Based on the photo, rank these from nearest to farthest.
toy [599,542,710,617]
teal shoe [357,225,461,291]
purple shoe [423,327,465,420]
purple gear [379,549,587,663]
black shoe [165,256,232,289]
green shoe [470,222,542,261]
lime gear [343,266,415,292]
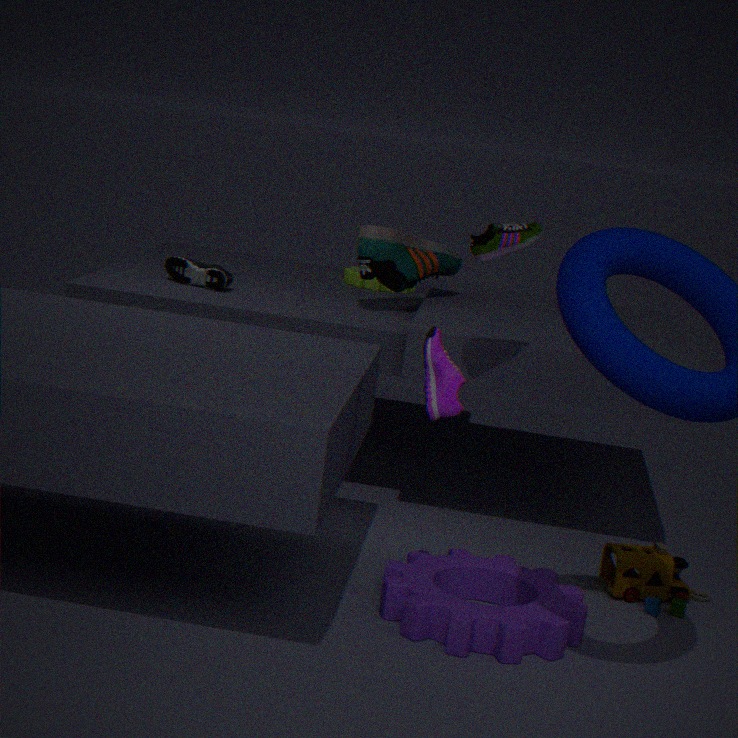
purple gear [379,549,587,663] < purple shoe [423,327,465,420] < green shoe [470,222,542,261] < toy [599,542,710,617] < teal shoe [357,225,461,291] < black shoe [165,256,232,289] < lime gear [343,266,415,292]
